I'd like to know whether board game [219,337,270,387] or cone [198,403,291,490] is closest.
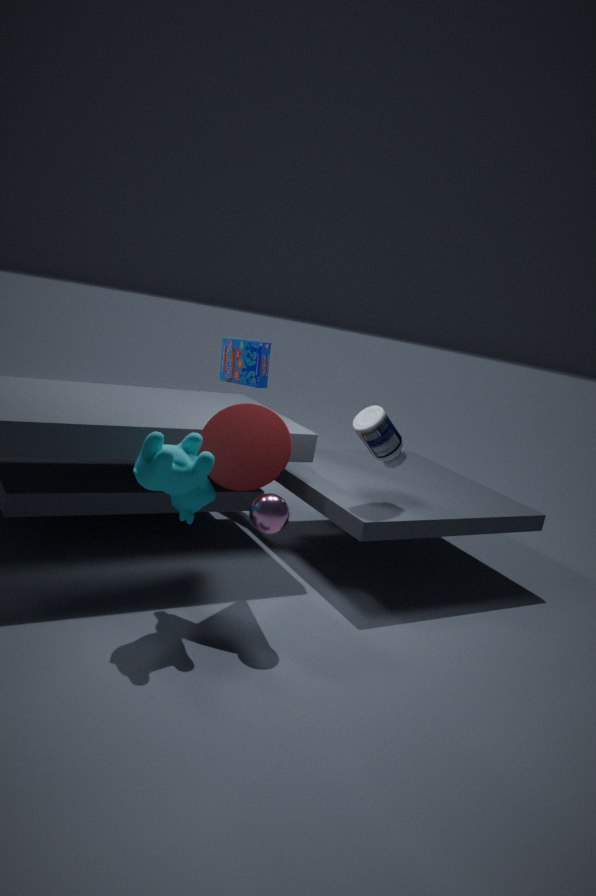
cone [198,403,291,490]
